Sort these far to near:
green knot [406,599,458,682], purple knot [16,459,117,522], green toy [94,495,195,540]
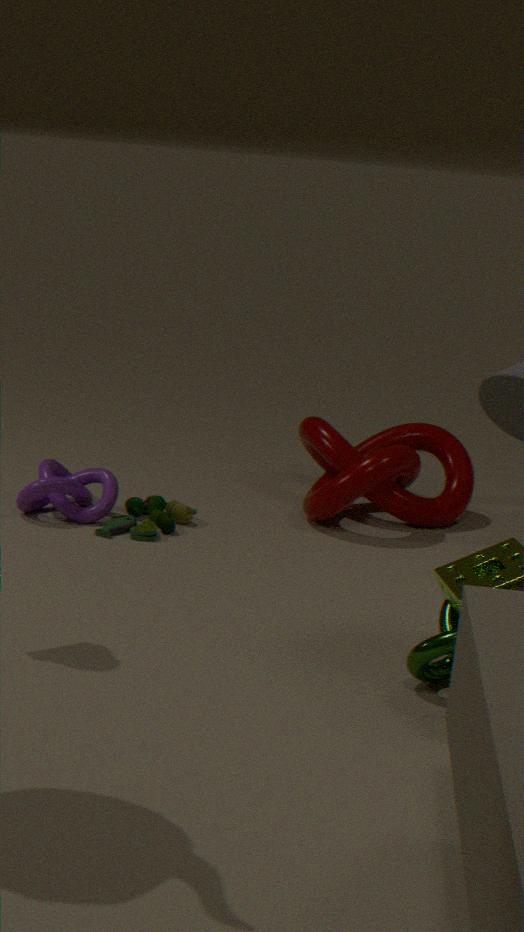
purple knot [16,459,117,522] → green toy [94,495,195,540] → green knot [406,599,458,682]
